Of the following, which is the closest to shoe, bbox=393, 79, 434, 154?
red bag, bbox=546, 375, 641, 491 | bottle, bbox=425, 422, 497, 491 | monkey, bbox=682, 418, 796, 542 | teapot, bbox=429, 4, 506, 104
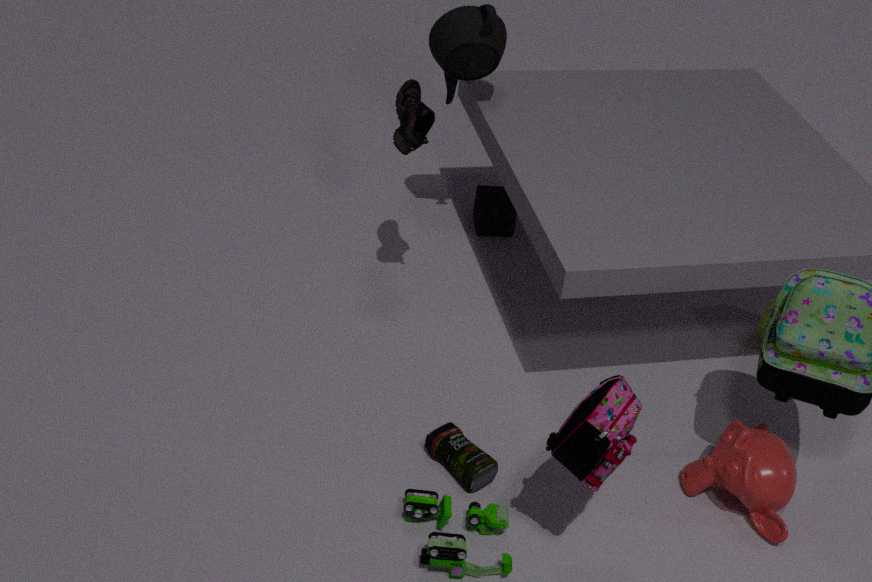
teapot, bbox=429, 4, 506, 104
